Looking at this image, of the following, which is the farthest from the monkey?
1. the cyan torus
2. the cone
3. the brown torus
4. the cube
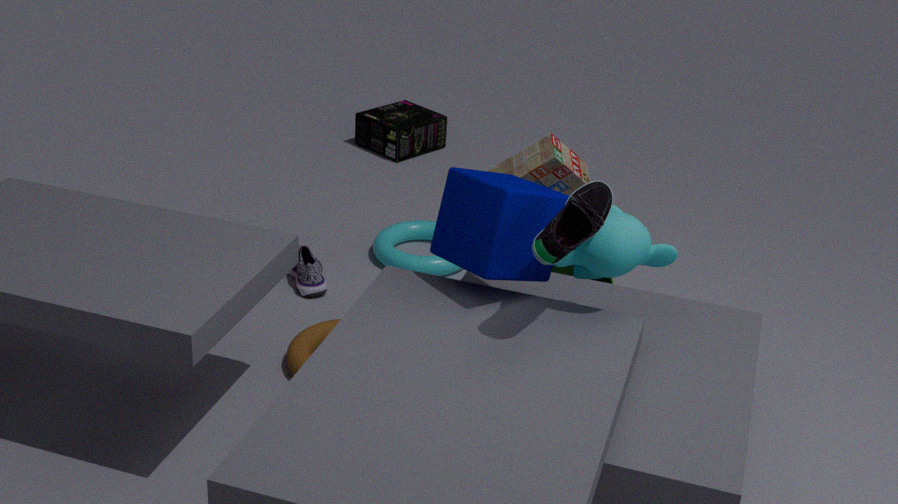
the cyan torus
